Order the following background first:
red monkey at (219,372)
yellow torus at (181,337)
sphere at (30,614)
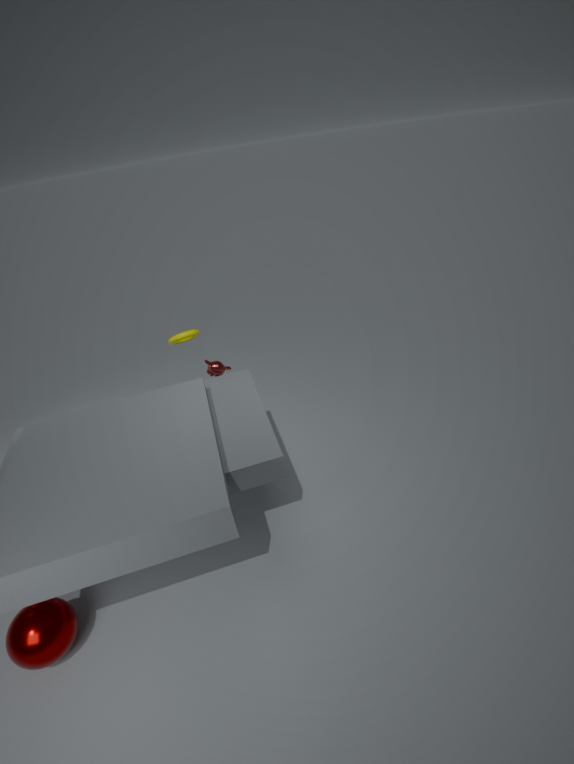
red monkey at (219,372)
yellow torus at (181,337)
sphere at (30,614)
